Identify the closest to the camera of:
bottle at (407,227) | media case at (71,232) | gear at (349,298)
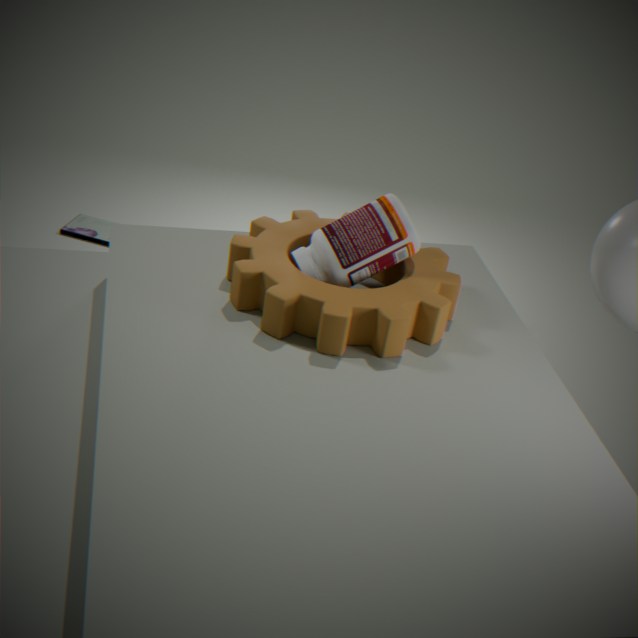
gear at (349,298)
